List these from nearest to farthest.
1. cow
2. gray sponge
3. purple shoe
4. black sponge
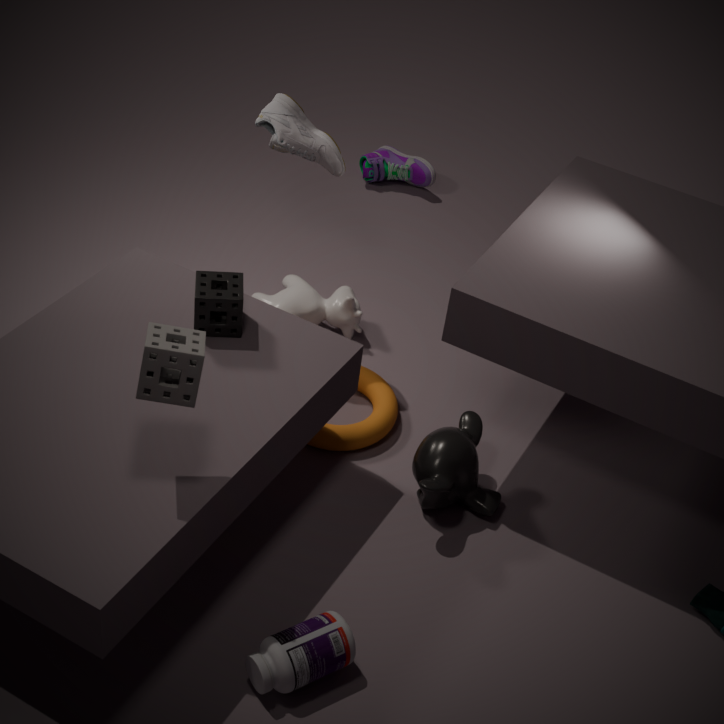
gray sponge → black sponge → cow → purple shoe
